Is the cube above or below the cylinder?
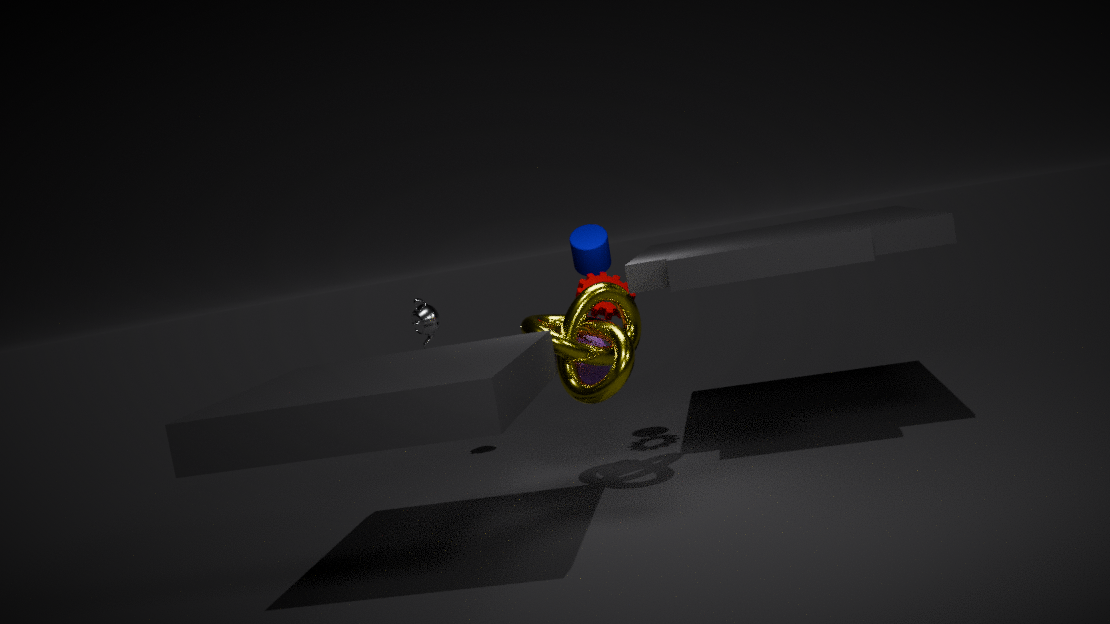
below
